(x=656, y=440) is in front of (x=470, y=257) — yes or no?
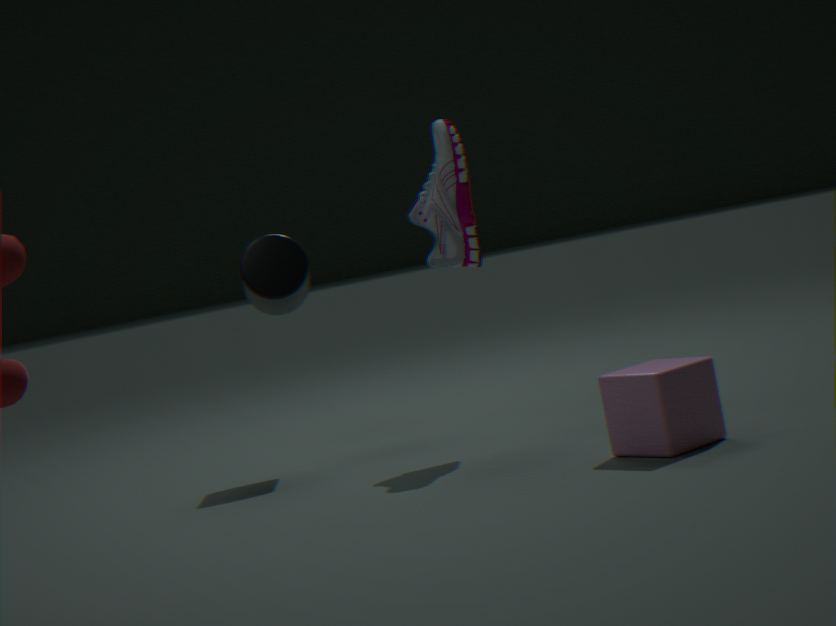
Yes
